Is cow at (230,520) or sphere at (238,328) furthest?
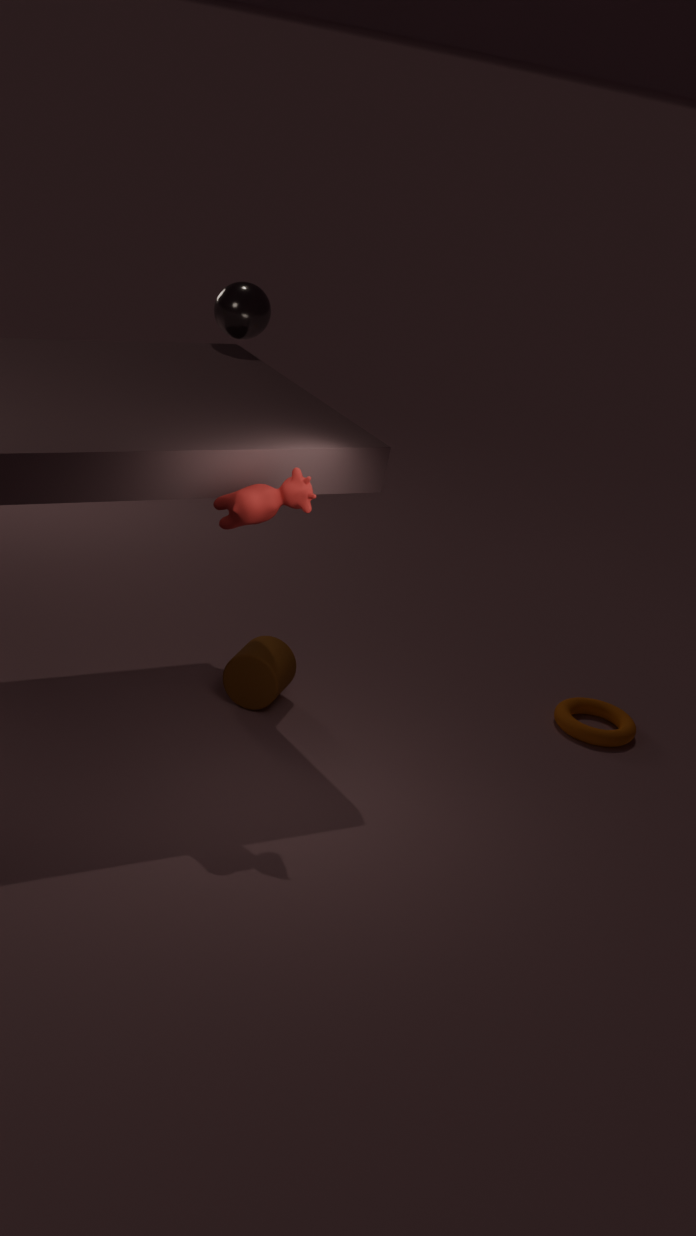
sphere at (238,328)
